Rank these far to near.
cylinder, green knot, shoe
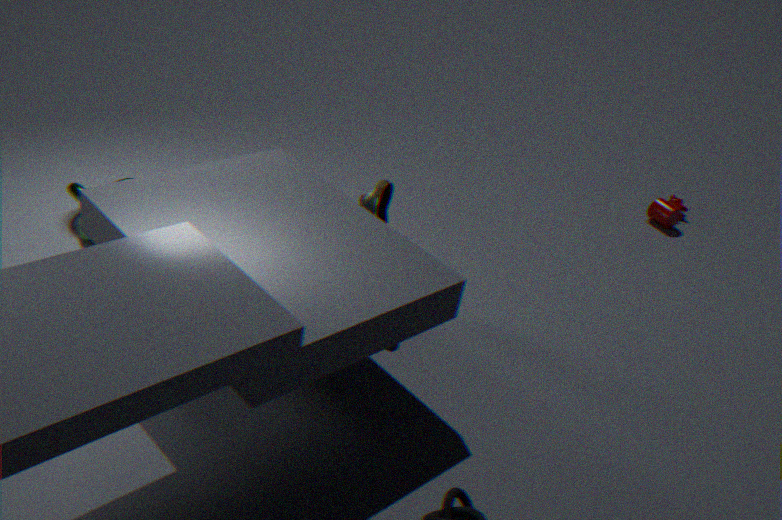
cylinder → green knot → shoe
